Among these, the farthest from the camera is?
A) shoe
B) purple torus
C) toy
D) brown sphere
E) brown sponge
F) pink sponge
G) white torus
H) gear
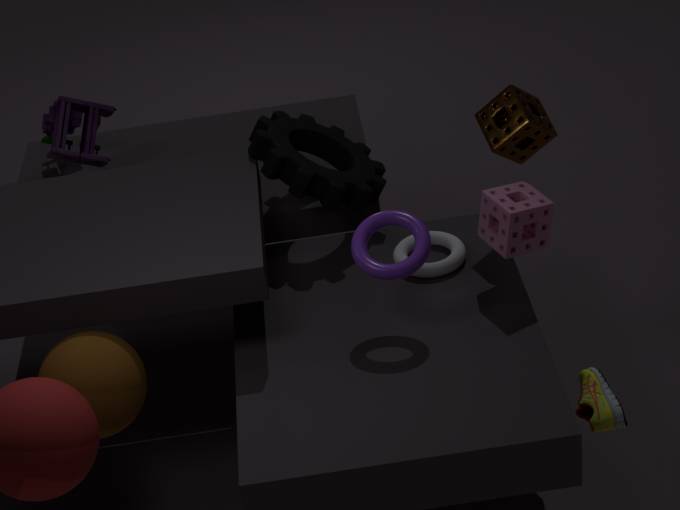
toy
